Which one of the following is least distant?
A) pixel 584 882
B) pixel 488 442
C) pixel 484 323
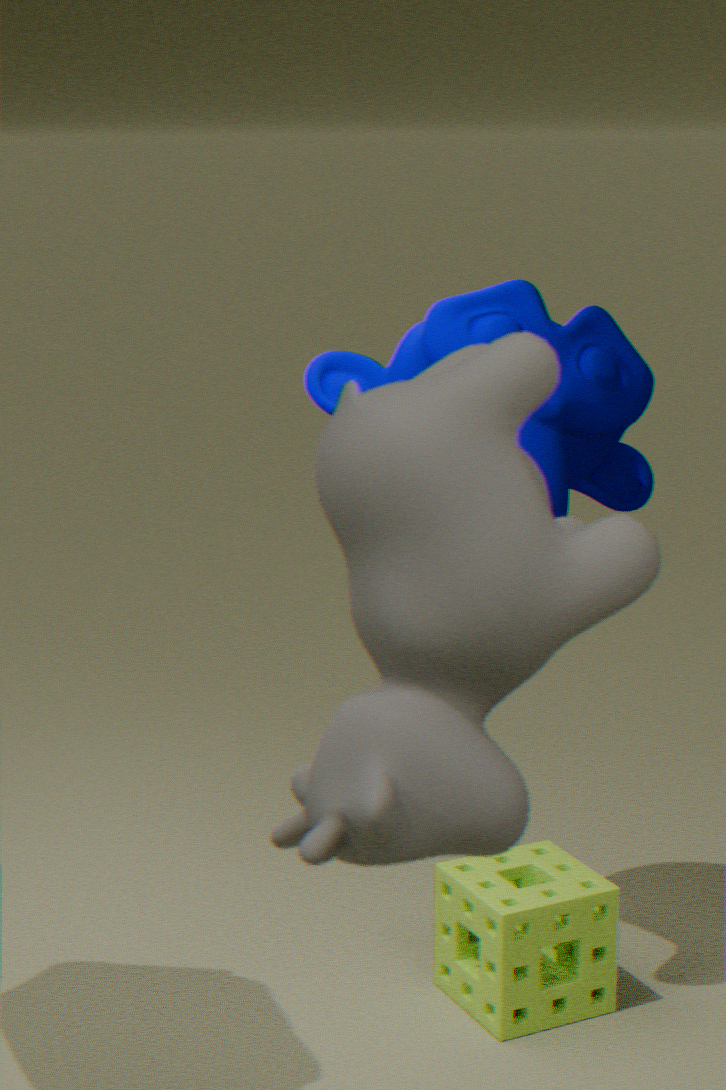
pixel 488 442
